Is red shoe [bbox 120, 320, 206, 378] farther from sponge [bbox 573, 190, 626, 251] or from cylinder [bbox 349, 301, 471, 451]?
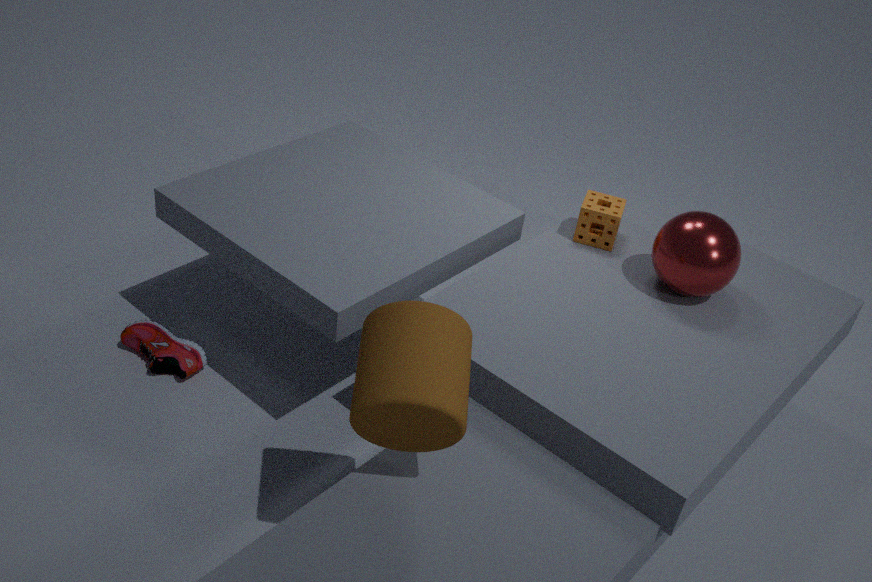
sponge [bbox 573, 190, 626, 251]
